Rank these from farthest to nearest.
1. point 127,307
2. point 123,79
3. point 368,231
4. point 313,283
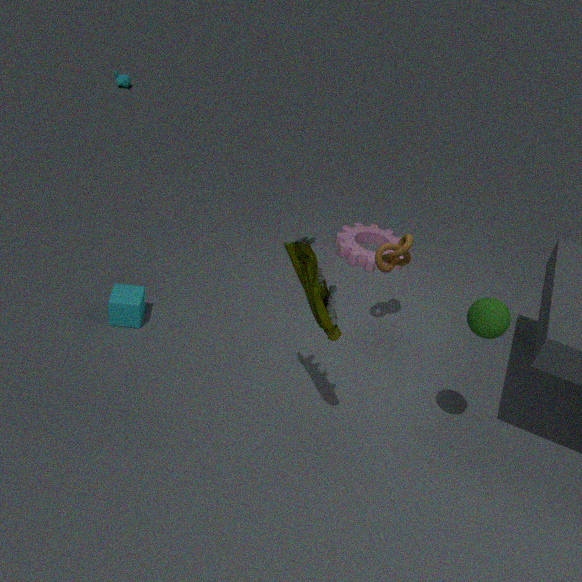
point 123,79, point 368,231, point 127,307, point 313,283
